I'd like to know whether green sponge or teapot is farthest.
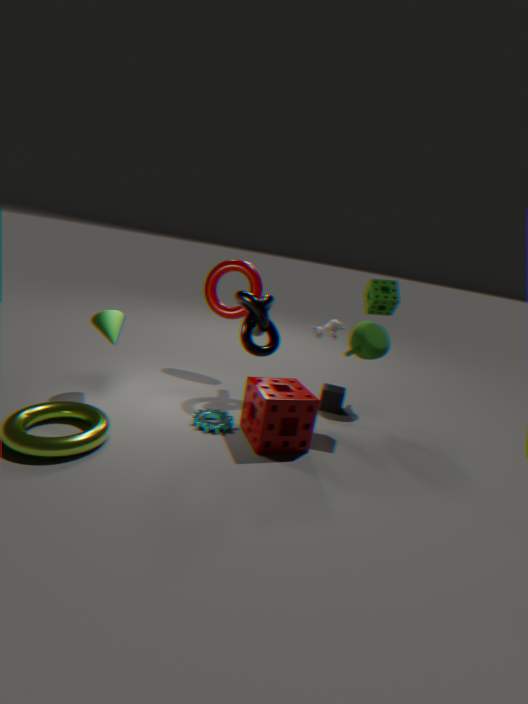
teapot
